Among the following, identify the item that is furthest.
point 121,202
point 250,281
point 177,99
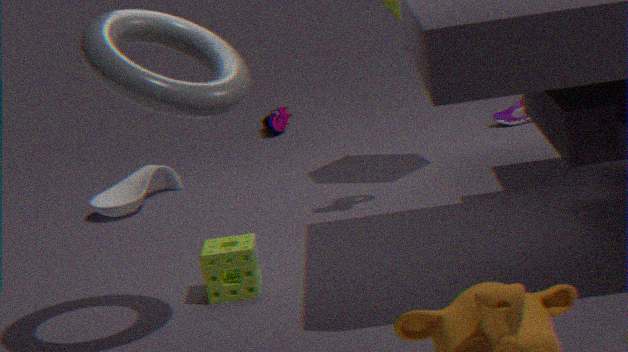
point 121,202
